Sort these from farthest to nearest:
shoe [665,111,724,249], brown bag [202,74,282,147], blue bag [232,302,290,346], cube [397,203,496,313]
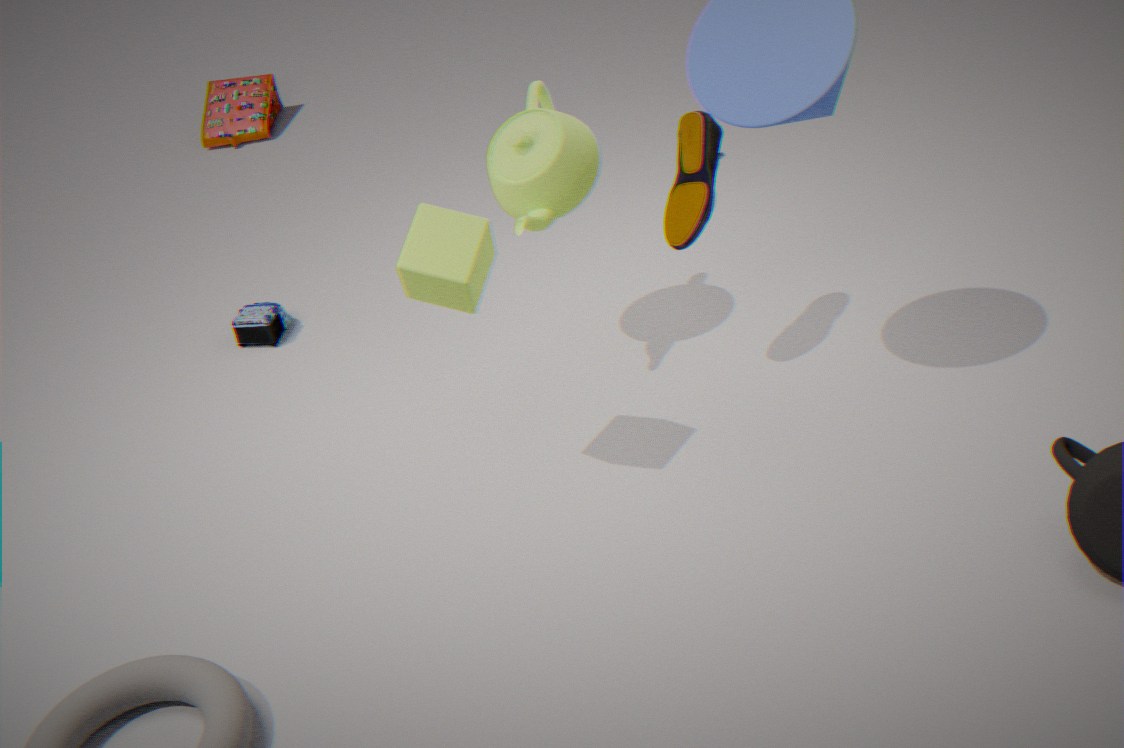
brown bag [202,74,282,147] < blue bag [232,302,290,346] < shoe [665,111,724,249] < cube [397,203,496,313]
